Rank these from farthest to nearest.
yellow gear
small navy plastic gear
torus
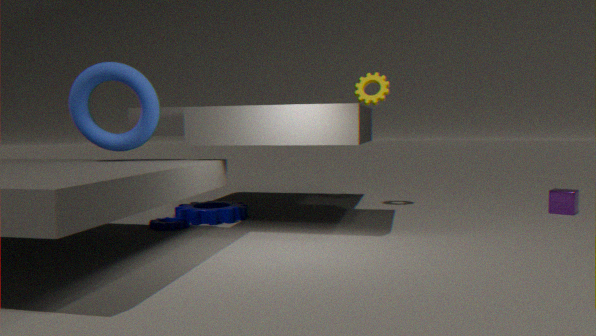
yellow gear → small navy plastic gear → torus
